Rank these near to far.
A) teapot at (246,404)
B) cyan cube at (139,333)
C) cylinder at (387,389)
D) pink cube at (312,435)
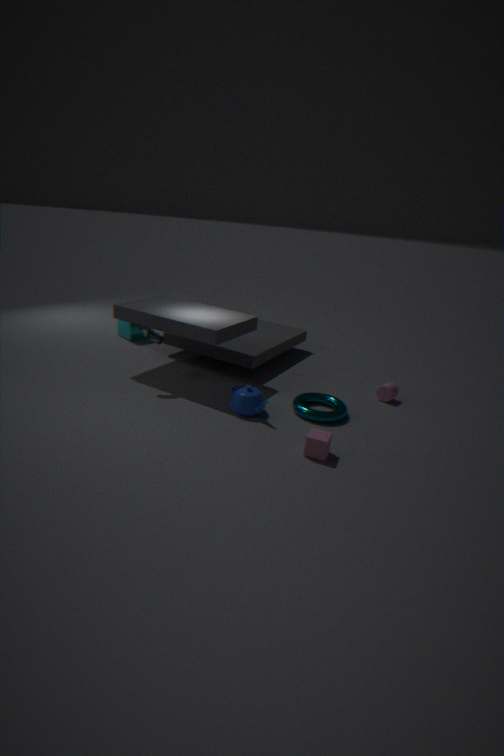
pink cube at (312,435)
teapot at (246,404)
cylinder at (387,389)
cyan cube at (139,333)
